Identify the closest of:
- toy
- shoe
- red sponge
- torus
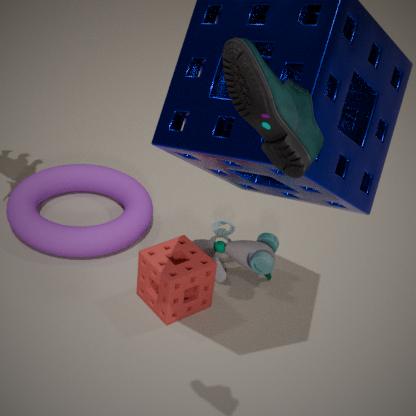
shoe
